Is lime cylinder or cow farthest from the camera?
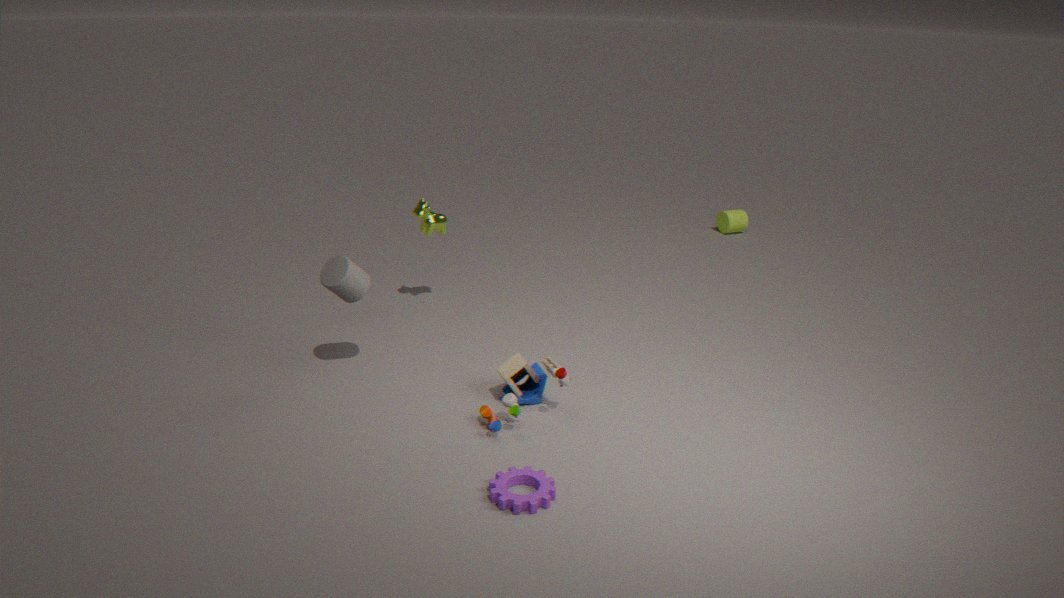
lime cylinder
